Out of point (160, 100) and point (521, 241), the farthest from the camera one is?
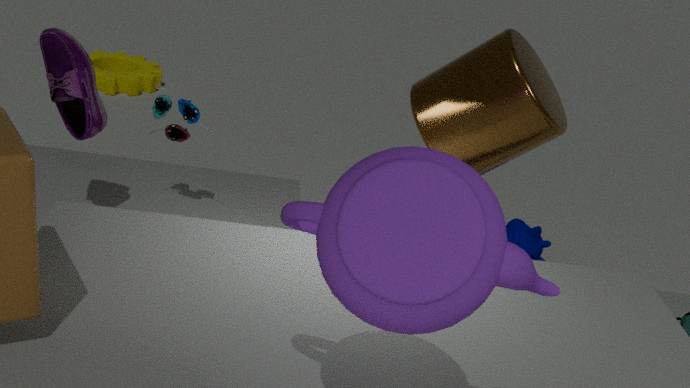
point (521, 241)
